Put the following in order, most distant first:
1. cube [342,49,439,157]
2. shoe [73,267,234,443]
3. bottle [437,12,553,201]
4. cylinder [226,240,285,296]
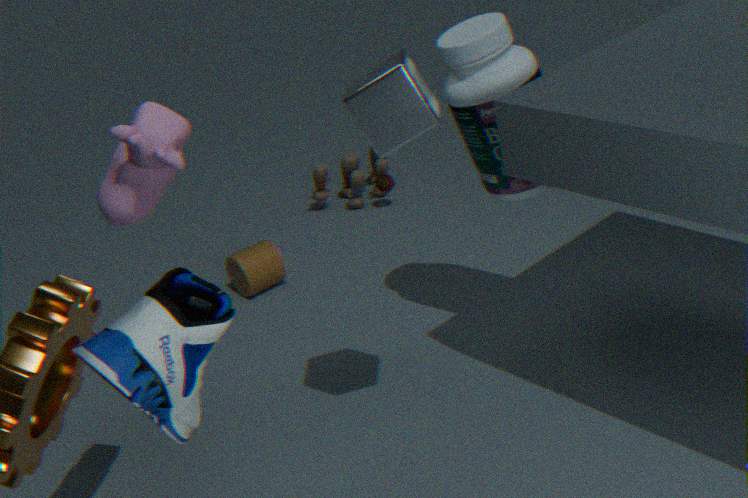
cylinder [226,240,285,296]
bottle [437,12,553,201]
cube [342,49,439,157]
shoe [73,267,234,443]
